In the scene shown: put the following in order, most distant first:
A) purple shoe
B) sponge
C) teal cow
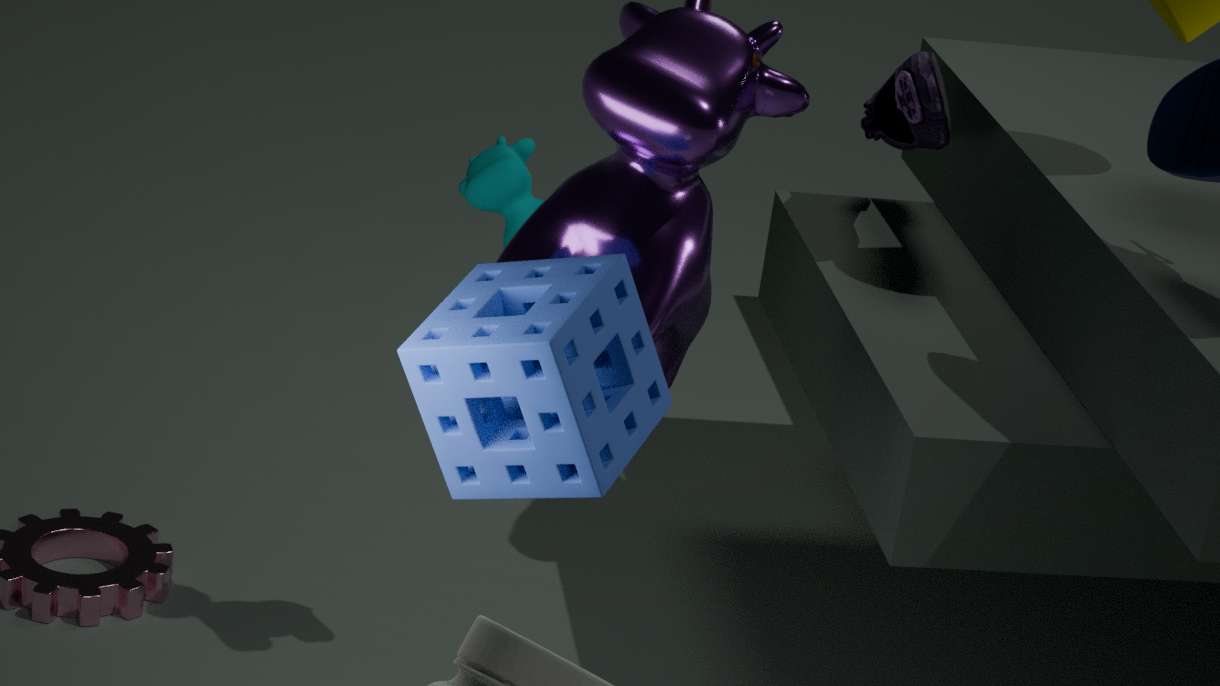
purple shoe < teal cow < sponge
